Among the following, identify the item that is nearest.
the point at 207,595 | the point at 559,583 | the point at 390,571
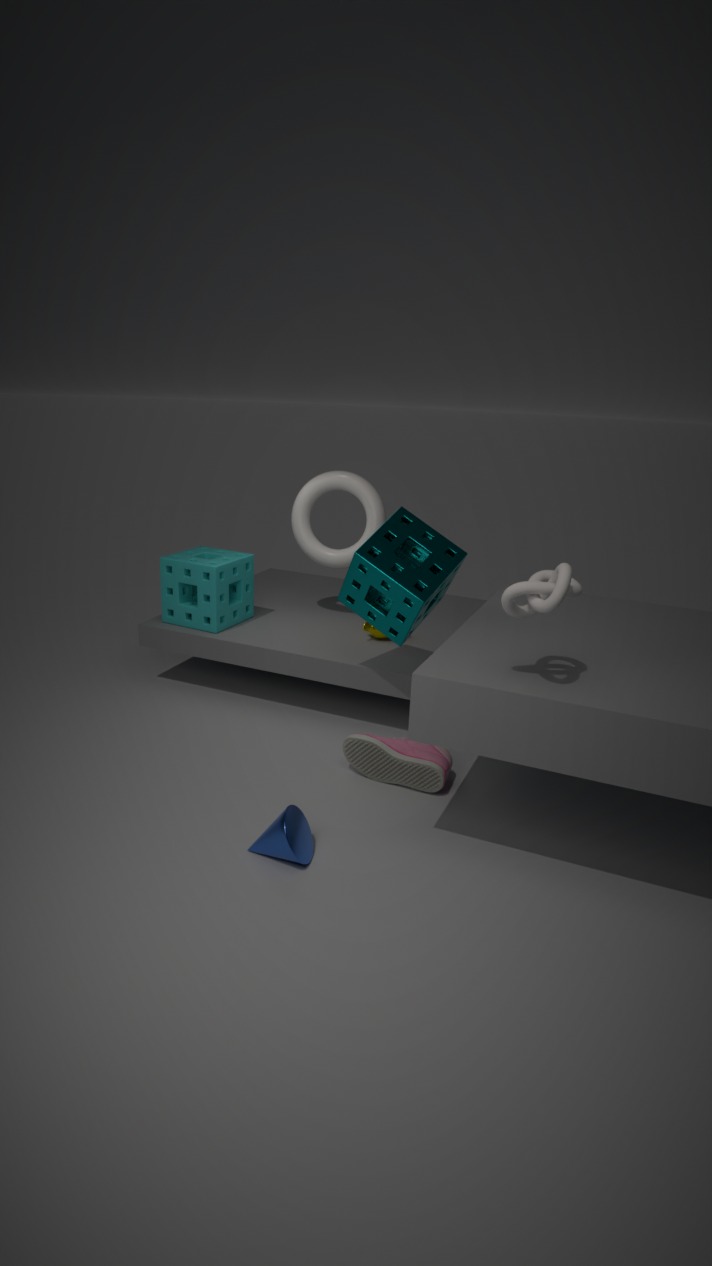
the point at 559,583
